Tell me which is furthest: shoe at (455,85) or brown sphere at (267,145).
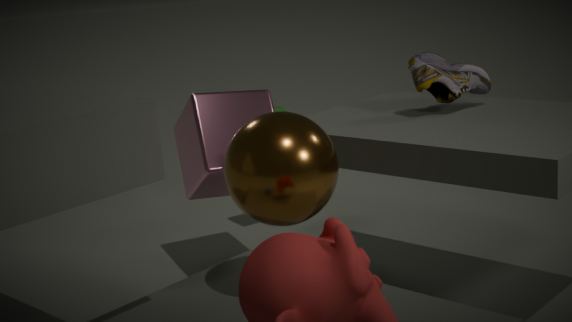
shoe at (455,85)
